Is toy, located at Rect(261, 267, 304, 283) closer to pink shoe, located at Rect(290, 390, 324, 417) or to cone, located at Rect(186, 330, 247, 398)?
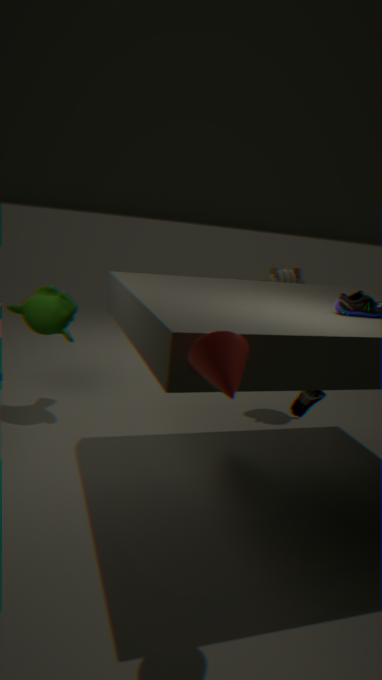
pink shoe, located at Rect(290, 390, 324, 417)
